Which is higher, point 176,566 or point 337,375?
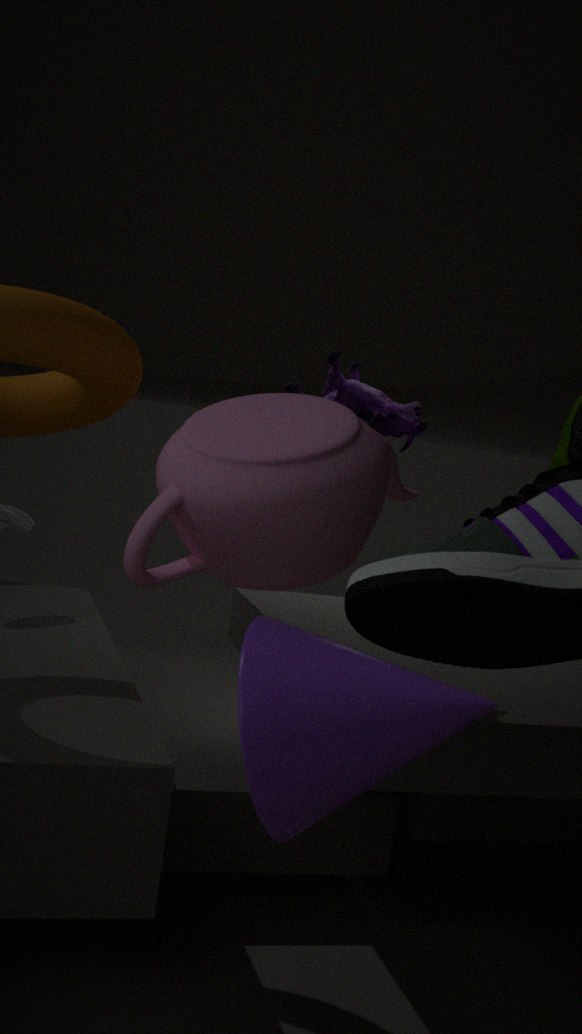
point 337,375
